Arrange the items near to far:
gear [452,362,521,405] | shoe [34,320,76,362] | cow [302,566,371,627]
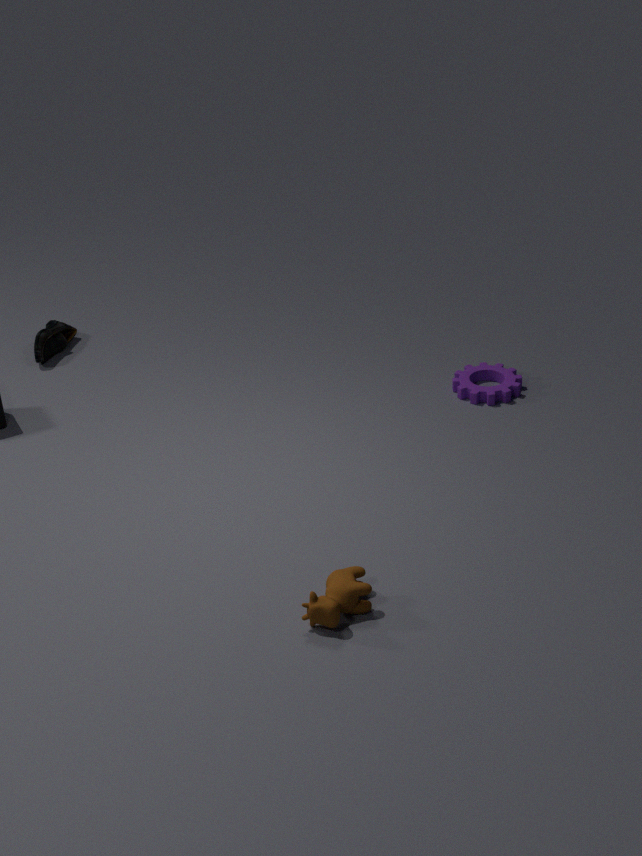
1. cow [302,566,371,627]
2. gear [452,362,521,405]
3. shoe [34,320,76,362]
